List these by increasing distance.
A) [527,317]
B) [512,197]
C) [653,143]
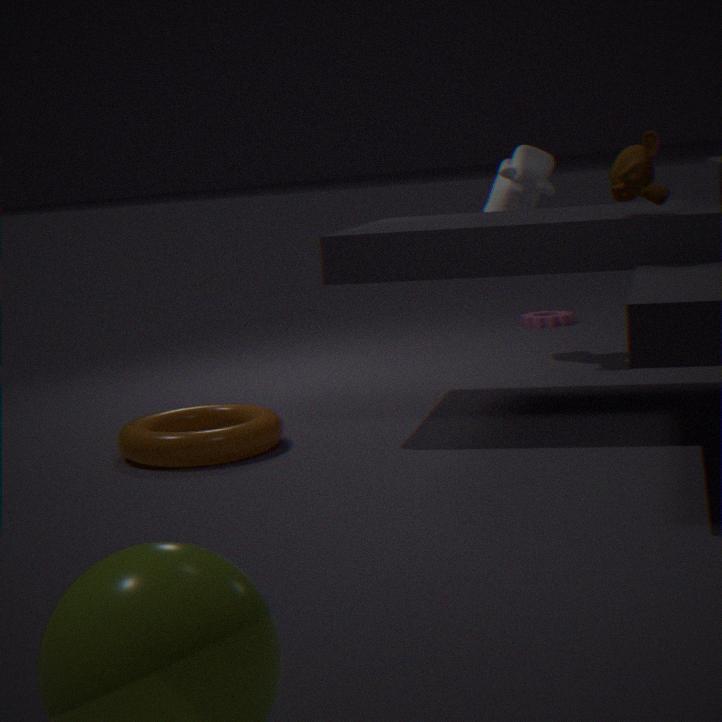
[653,143] → [512,197] → [527,317]
